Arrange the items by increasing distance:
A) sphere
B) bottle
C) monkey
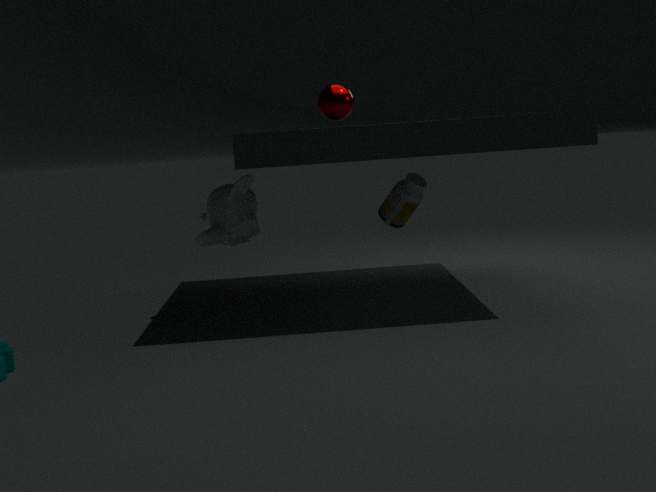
sphere
monkey
bottle
